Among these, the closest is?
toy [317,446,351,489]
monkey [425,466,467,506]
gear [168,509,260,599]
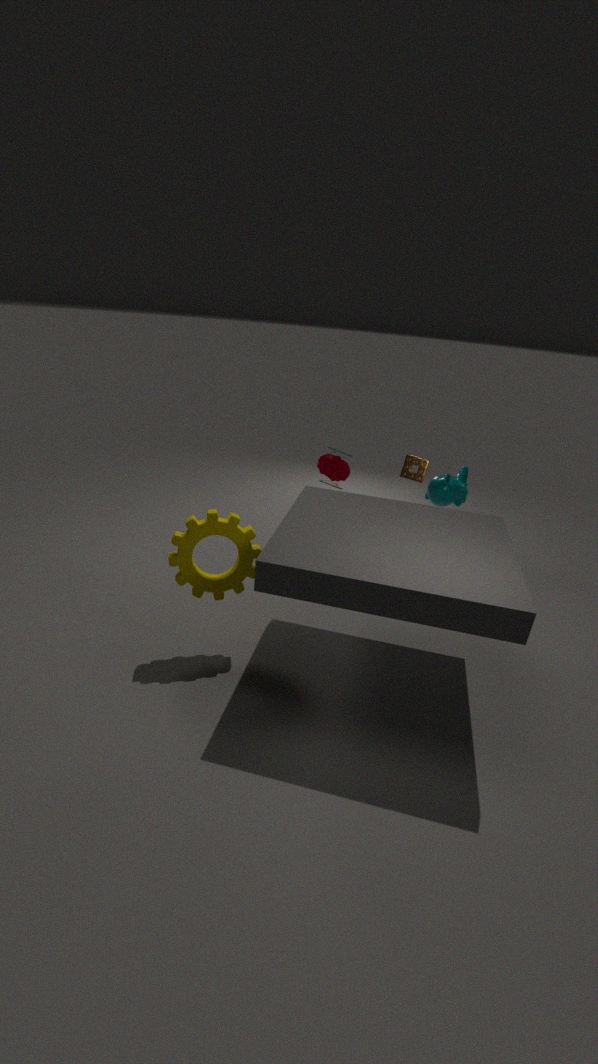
gear [168,509,260,599]
